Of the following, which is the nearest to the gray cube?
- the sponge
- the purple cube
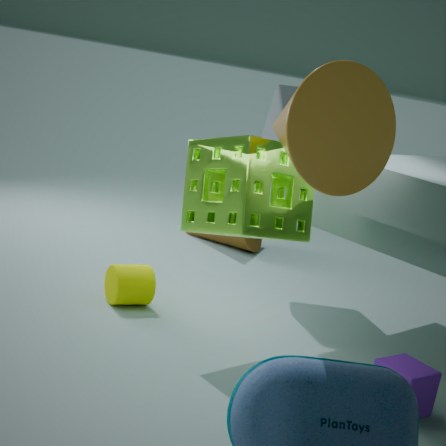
the sponge
